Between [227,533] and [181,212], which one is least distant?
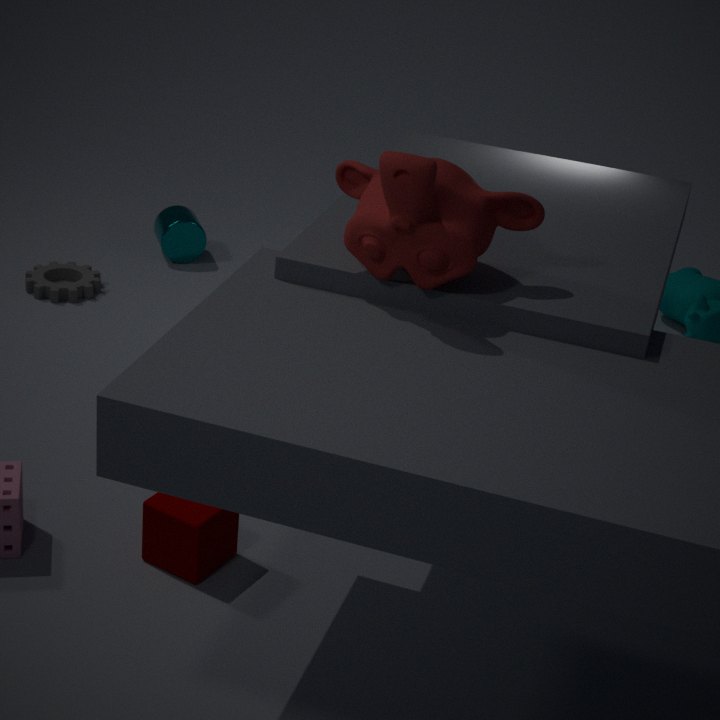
[227,533]
